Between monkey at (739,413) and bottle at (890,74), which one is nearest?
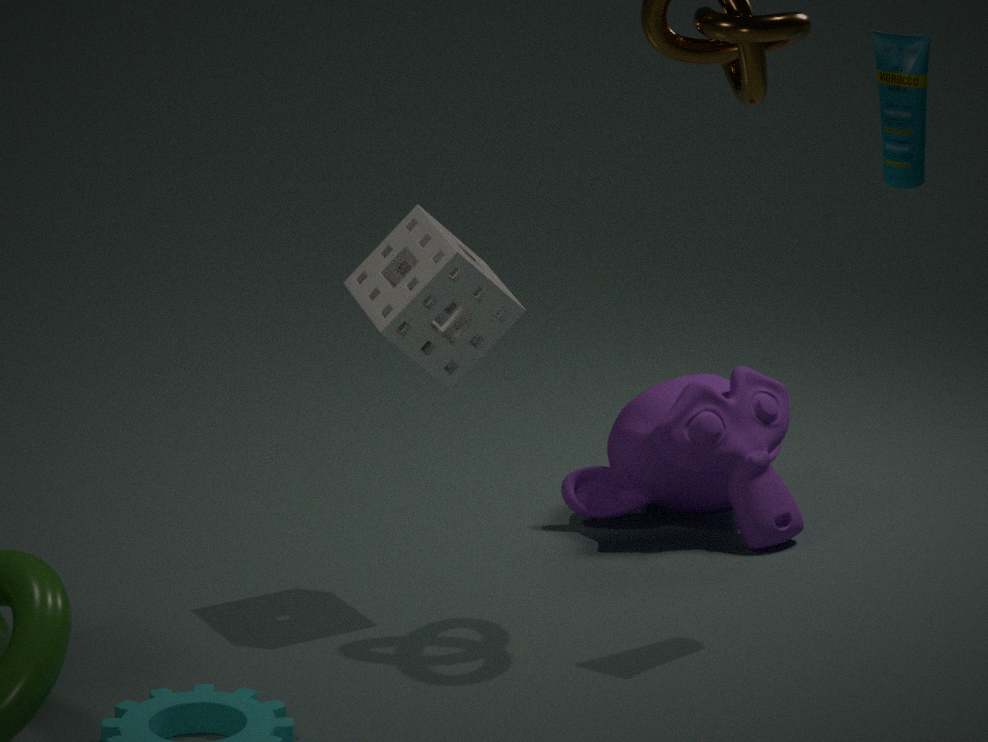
bottle at (890,74)
